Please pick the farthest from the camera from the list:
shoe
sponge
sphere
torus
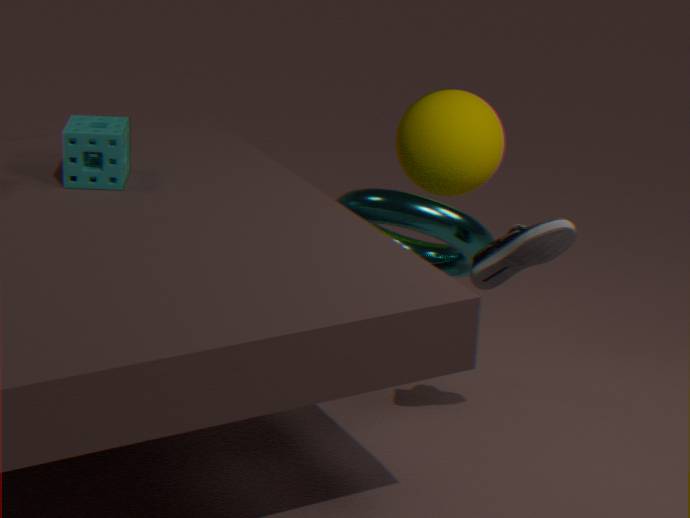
sphere
